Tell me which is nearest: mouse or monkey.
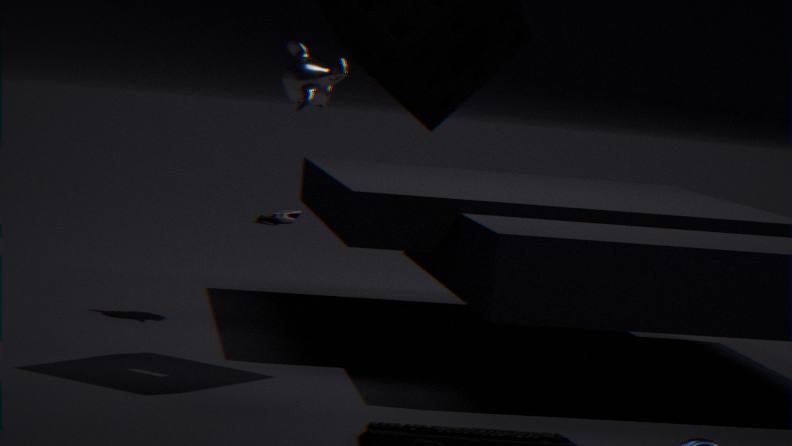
monkey
